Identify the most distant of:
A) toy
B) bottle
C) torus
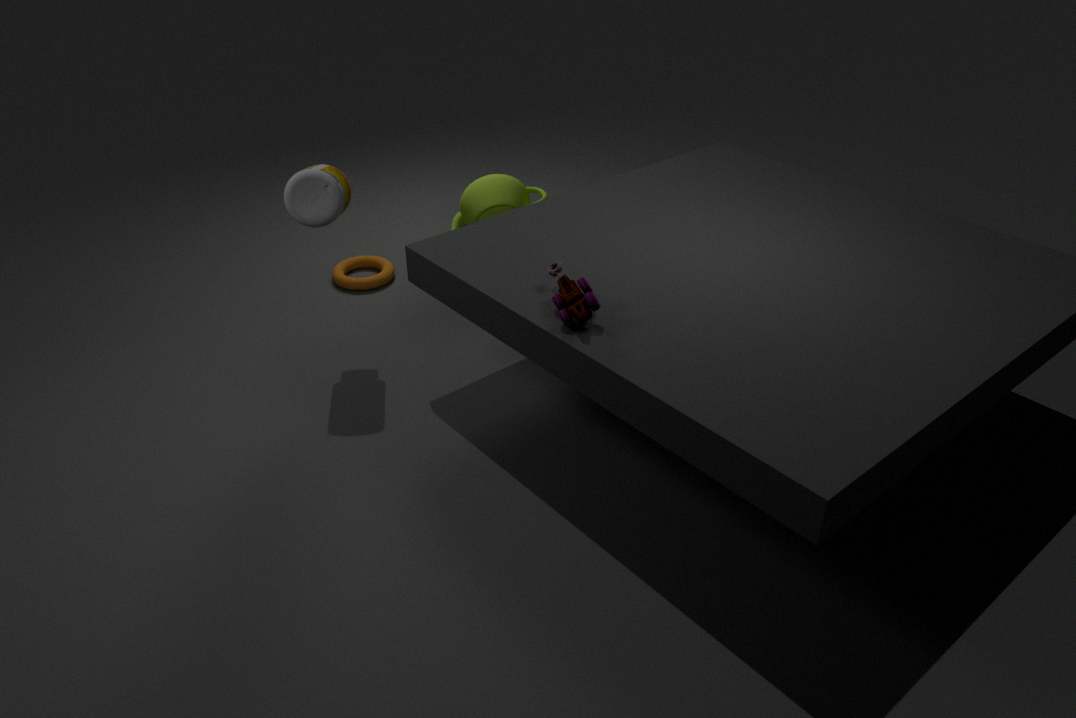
torus
